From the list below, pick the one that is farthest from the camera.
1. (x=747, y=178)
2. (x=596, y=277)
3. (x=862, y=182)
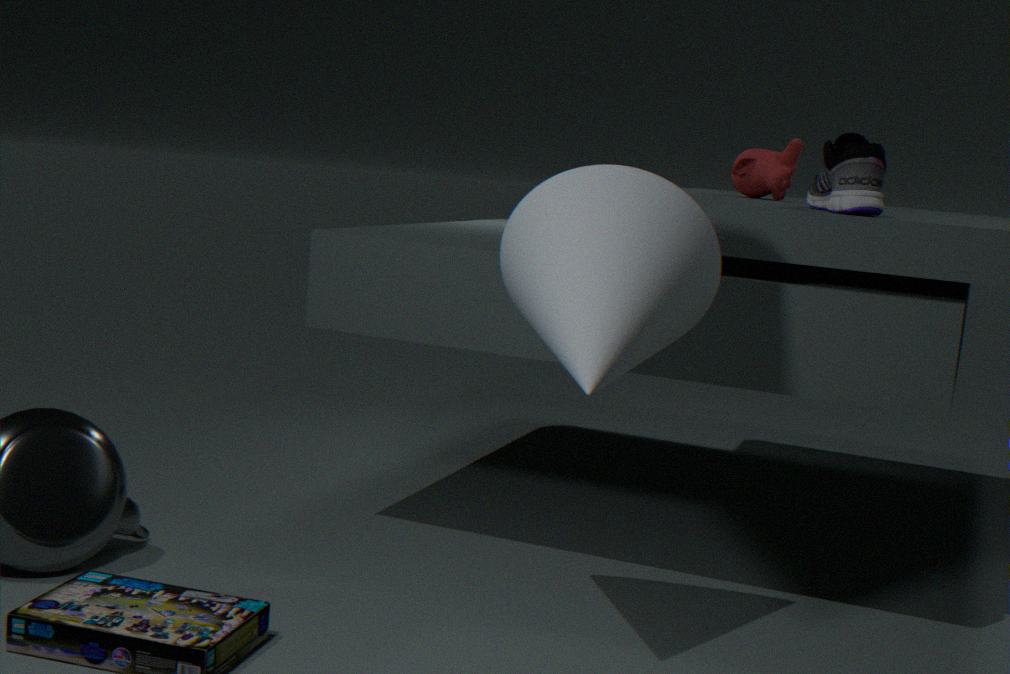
(x=747, y=178)
